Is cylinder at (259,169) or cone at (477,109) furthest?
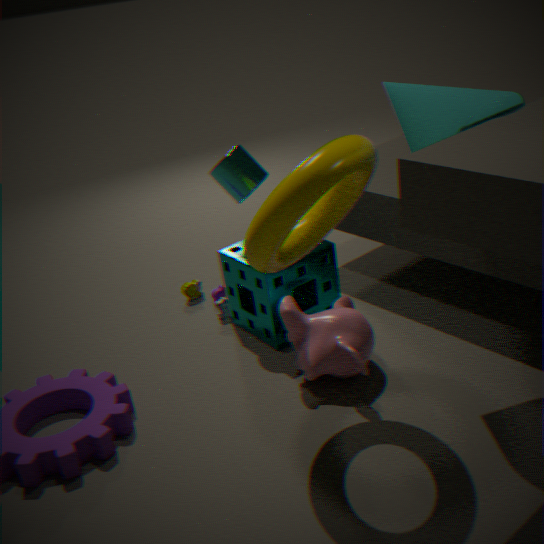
cylinder at (259,169)
